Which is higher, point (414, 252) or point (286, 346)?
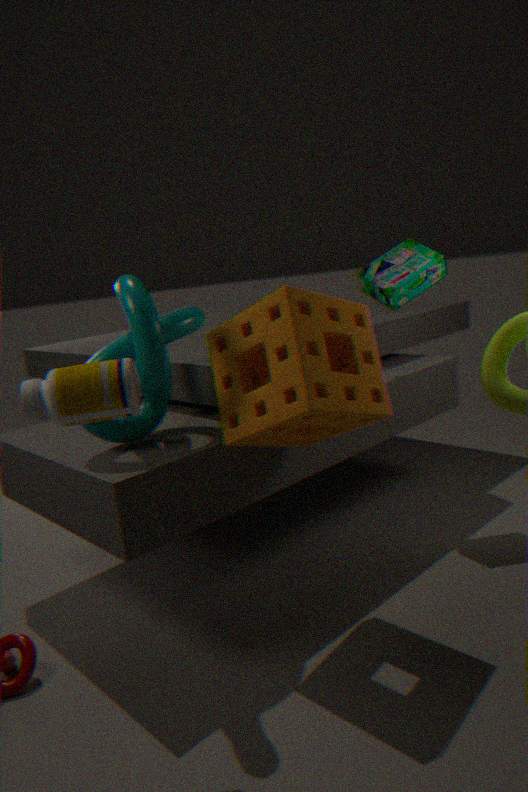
point (414, 252)
